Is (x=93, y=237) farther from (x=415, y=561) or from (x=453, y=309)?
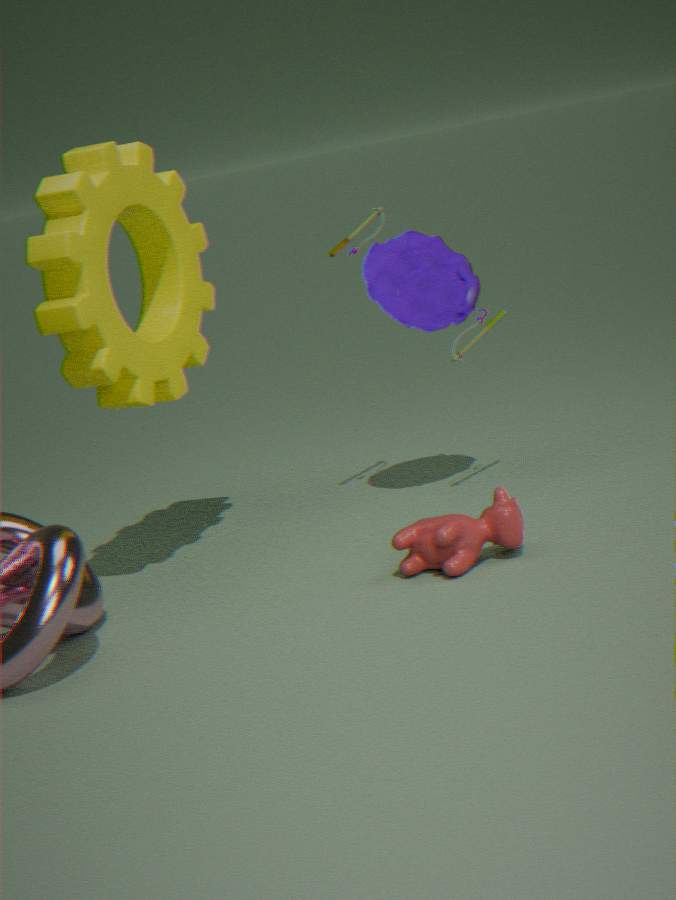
(x=415, y=561)
